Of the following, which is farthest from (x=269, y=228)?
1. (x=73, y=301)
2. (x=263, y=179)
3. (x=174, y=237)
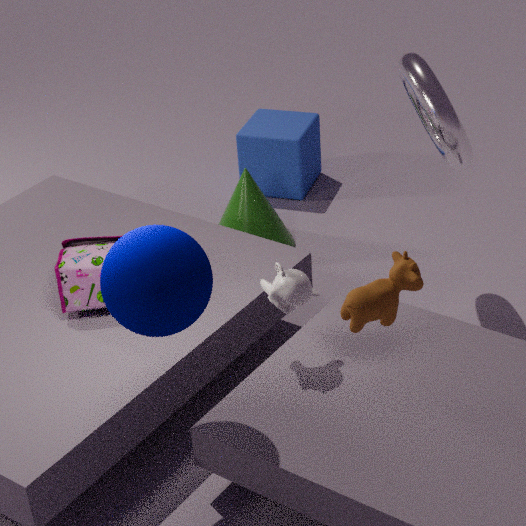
(x=174, y=237)
